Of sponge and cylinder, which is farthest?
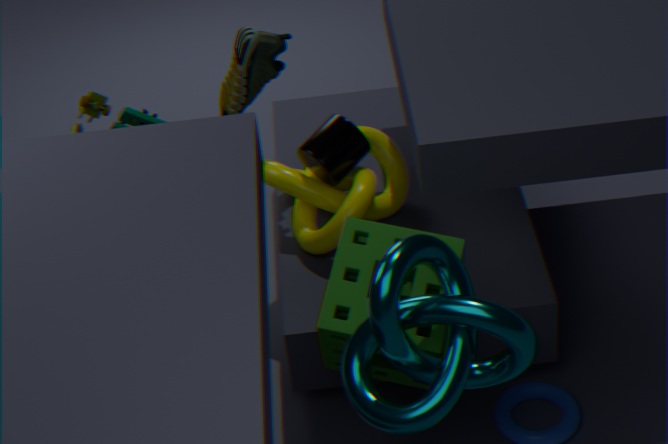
cylinder
